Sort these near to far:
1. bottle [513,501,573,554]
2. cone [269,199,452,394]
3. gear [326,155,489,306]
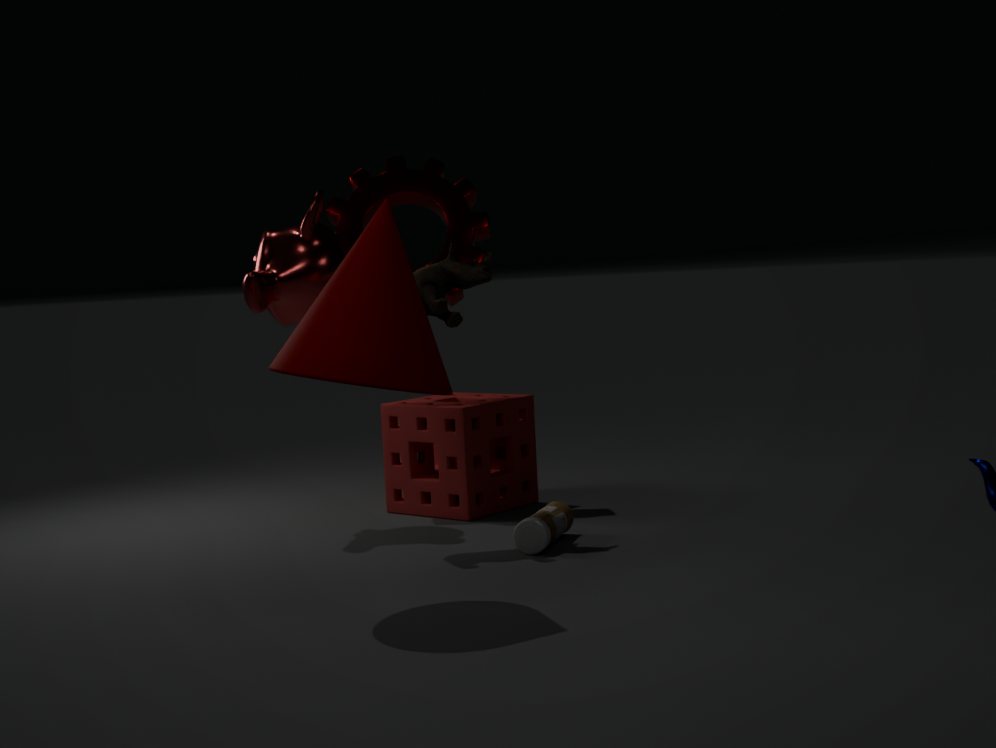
cone [269,199,452,394], bottle [513,501,573,554], gear [326,155,489,306]
